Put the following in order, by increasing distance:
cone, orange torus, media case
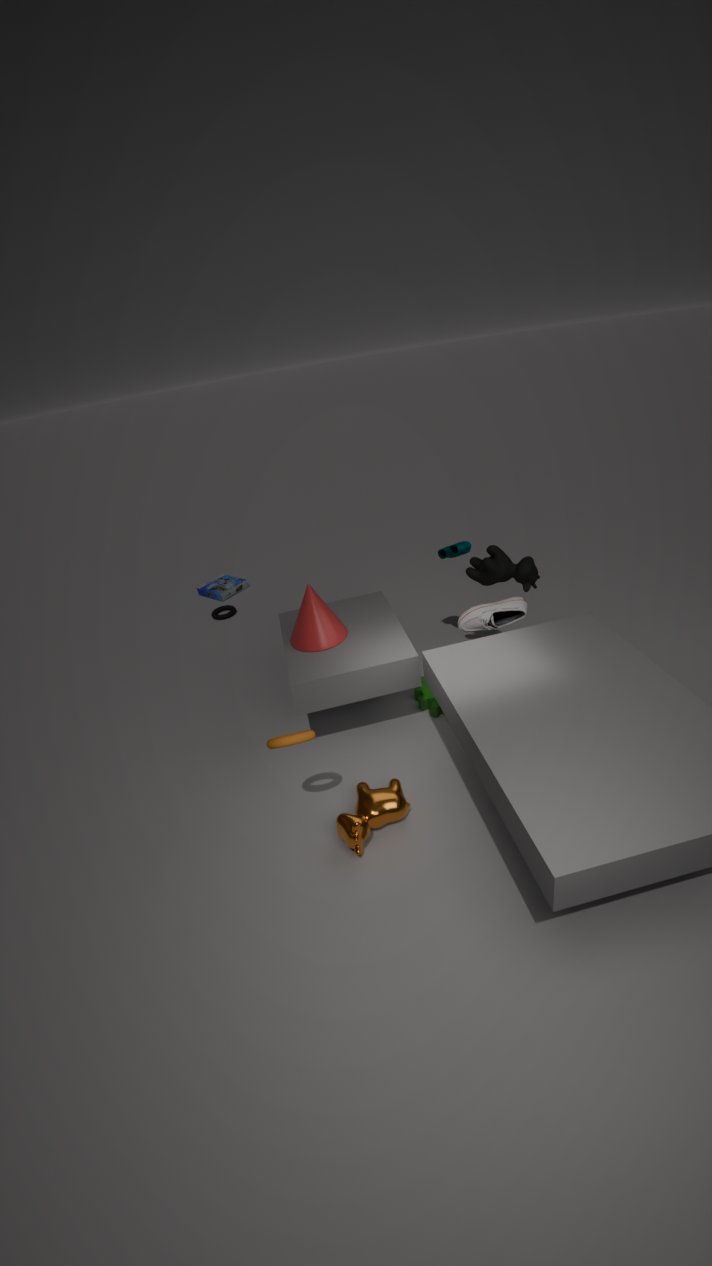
1. orange torus
2. cone
3. media case
